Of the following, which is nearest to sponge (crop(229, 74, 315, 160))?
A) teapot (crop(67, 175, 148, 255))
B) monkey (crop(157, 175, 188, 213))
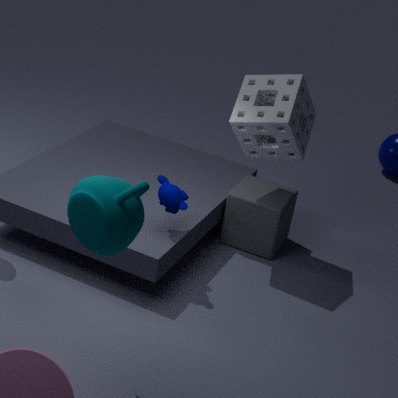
monkey (crop(157, 175, 188, 213))
